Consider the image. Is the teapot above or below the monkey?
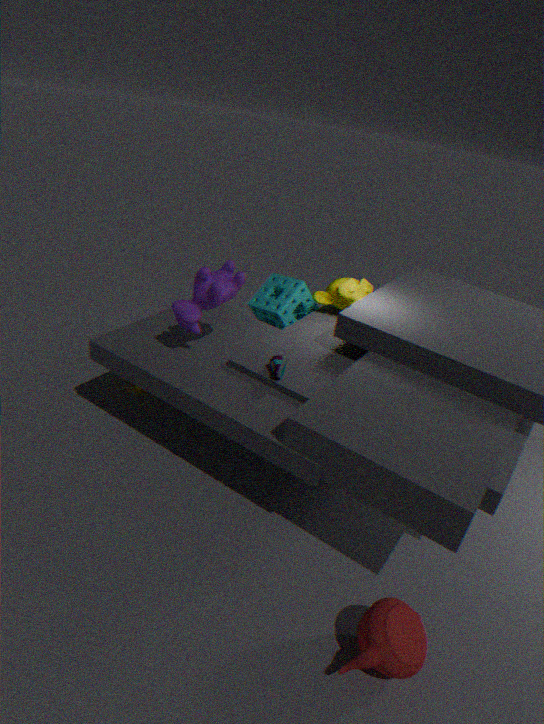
below
